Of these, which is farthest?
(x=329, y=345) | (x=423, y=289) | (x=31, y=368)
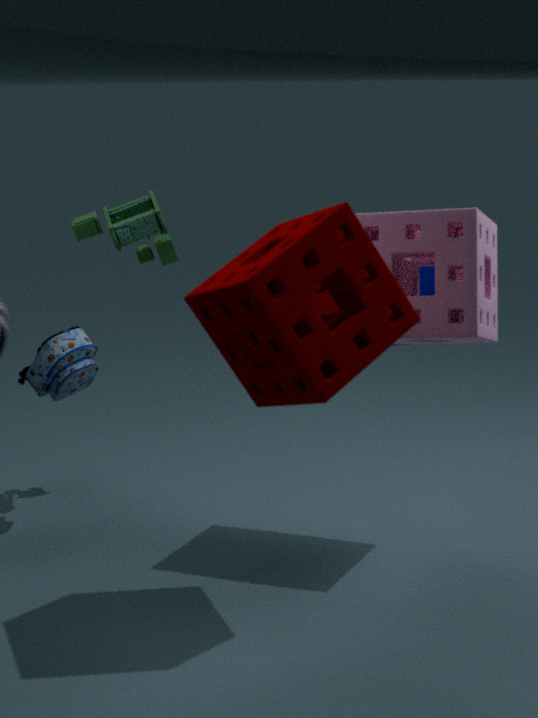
(x=423, y=289)
